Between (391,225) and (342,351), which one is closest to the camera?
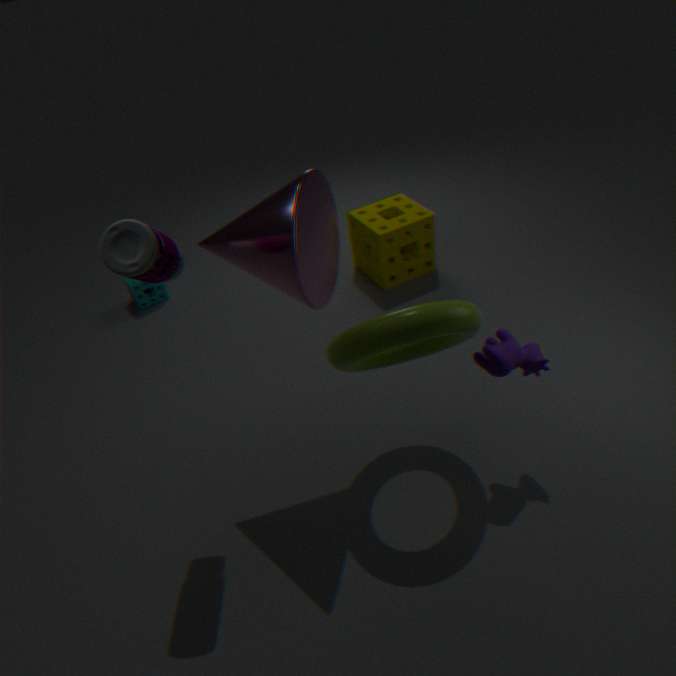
(342,351)
